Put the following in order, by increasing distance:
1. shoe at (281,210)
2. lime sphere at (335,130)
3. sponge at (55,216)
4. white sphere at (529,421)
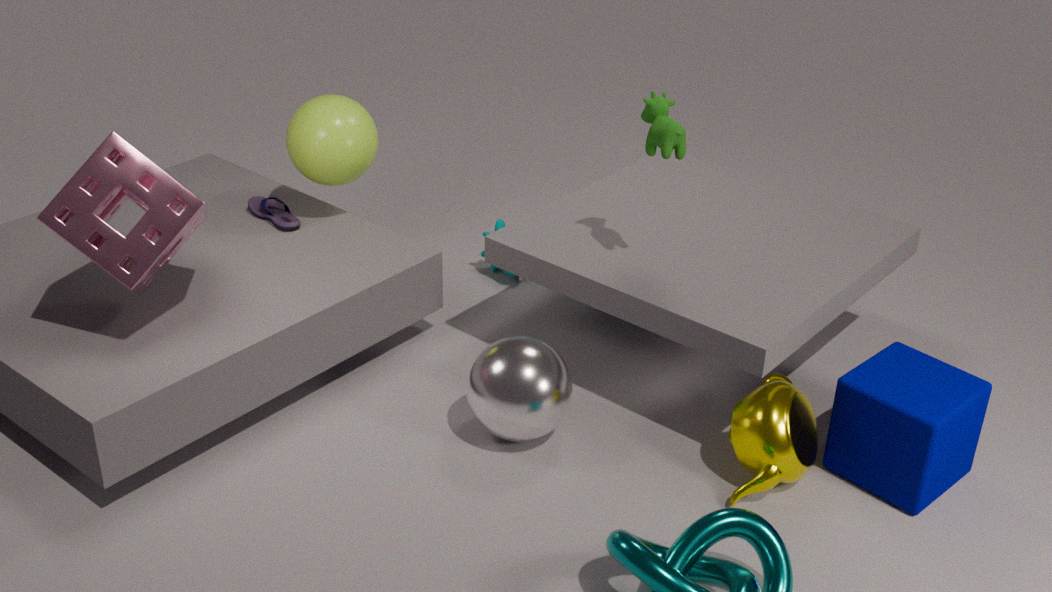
sponge at (55,216), white sphere at (529,421), lime sphere at (335,130), shoe at (281,210)
